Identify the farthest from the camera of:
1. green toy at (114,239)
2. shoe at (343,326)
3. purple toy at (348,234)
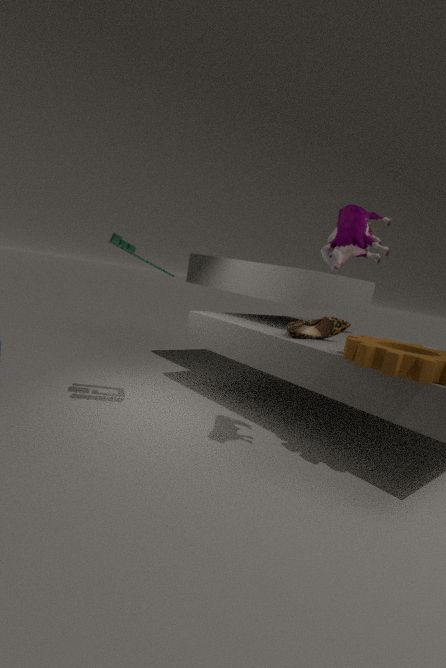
shoe at (343,326)
